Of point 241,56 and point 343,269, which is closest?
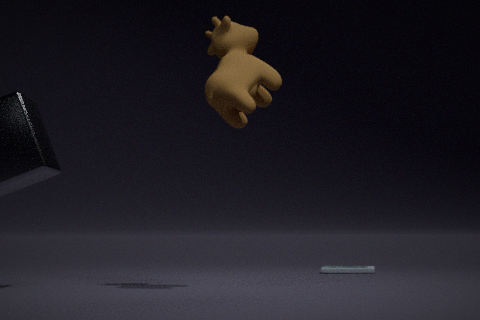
point 241,56
